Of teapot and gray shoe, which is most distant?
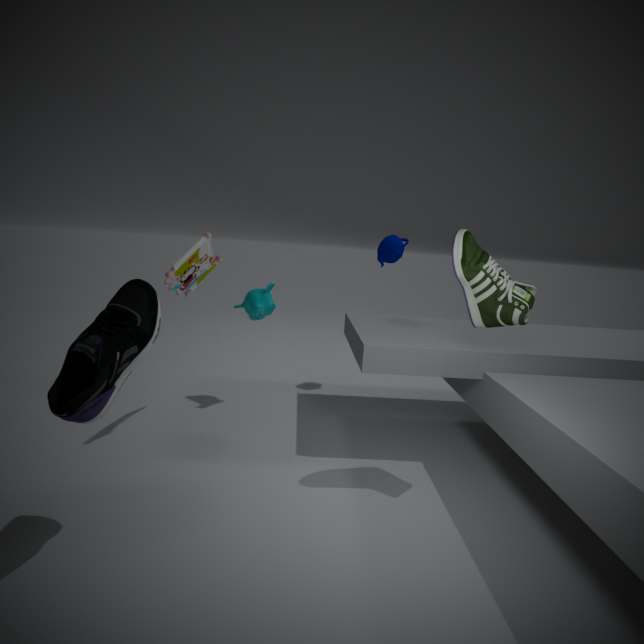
teapot
